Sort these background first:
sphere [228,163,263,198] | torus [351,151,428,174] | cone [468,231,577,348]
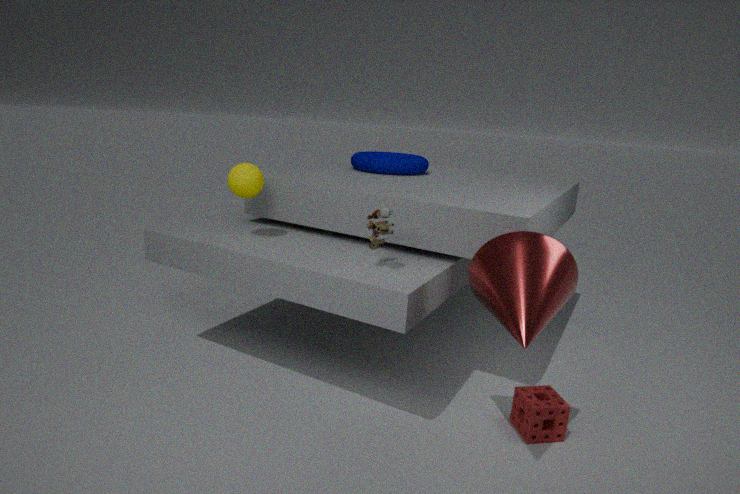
torus [351,151,428,174] → sphere [228,163,263,198] → cone [468,231,577,348]
